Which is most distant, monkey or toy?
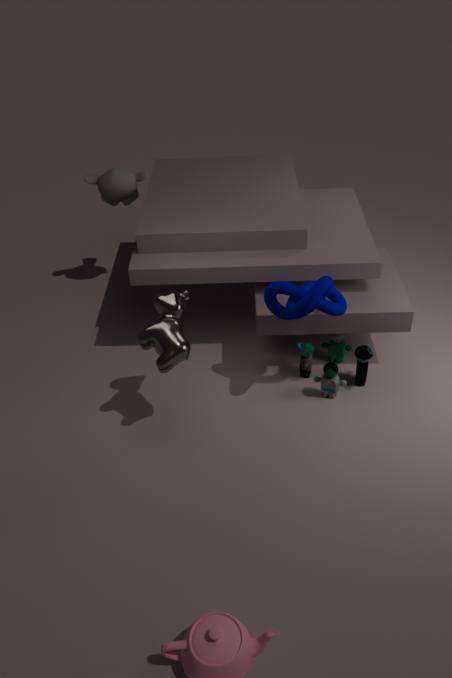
monkey
